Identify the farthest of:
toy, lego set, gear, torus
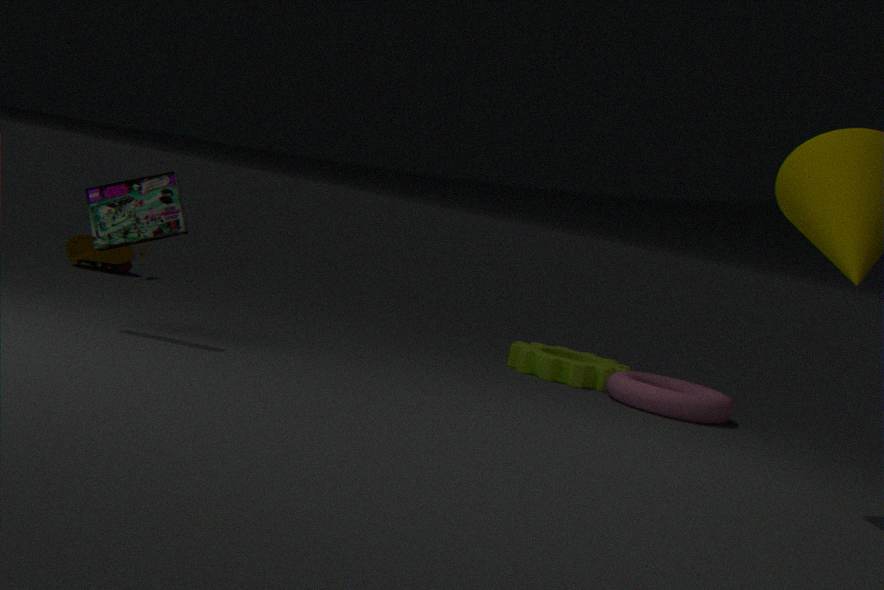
toy
